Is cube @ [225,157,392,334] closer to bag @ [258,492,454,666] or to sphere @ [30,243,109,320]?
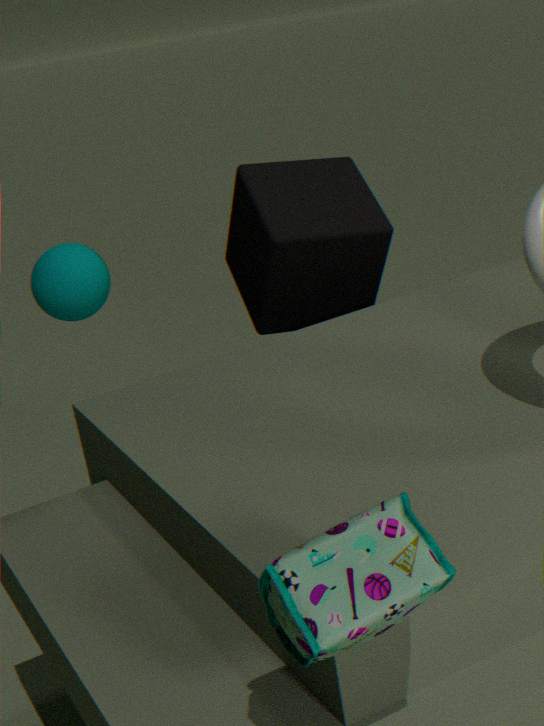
sphere @ [30,243,109,320]
